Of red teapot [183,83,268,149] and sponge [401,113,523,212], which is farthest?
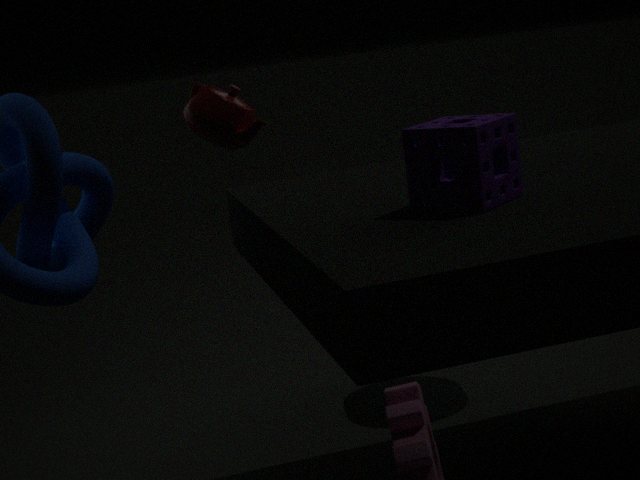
red teapot [183,83,268,149]
